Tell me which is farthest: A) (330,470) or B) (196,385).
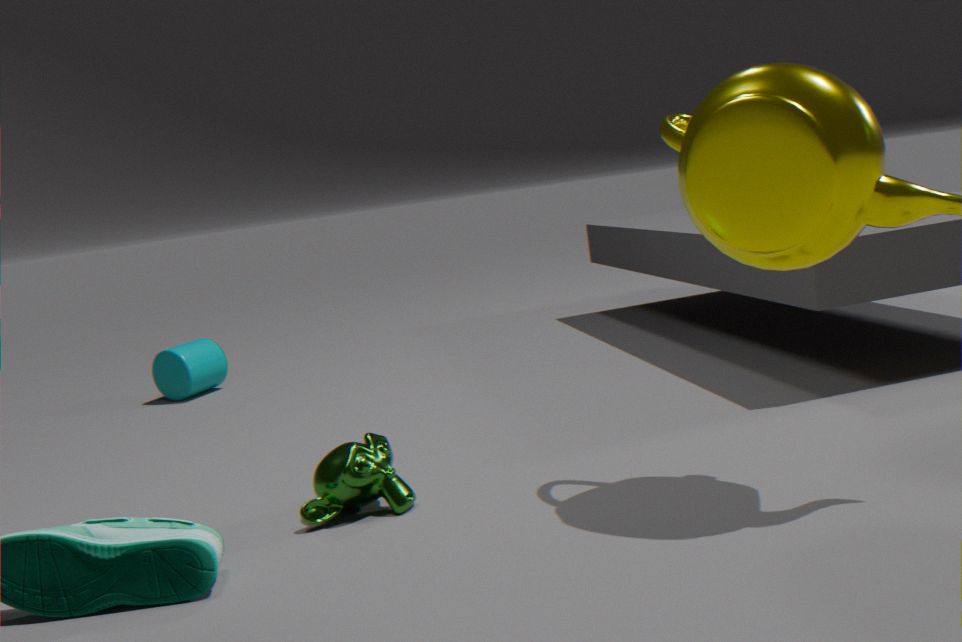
B. (196,385)
